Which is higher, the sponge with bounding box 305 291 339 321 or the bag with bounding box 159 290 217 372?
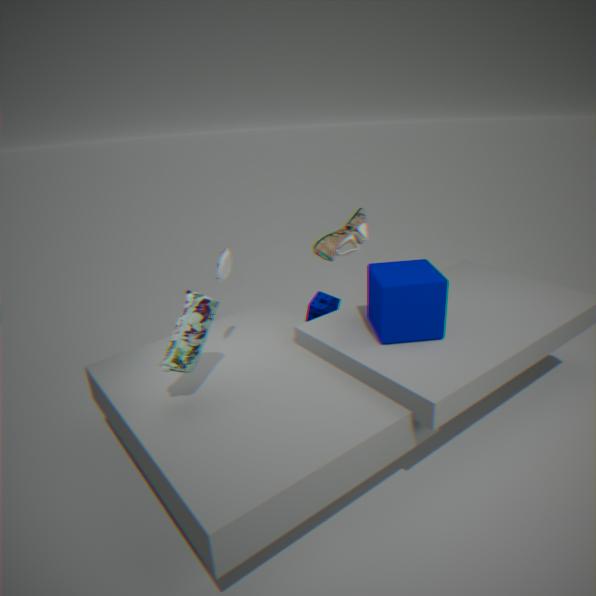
the bag with bounding box 159 290 217 372
